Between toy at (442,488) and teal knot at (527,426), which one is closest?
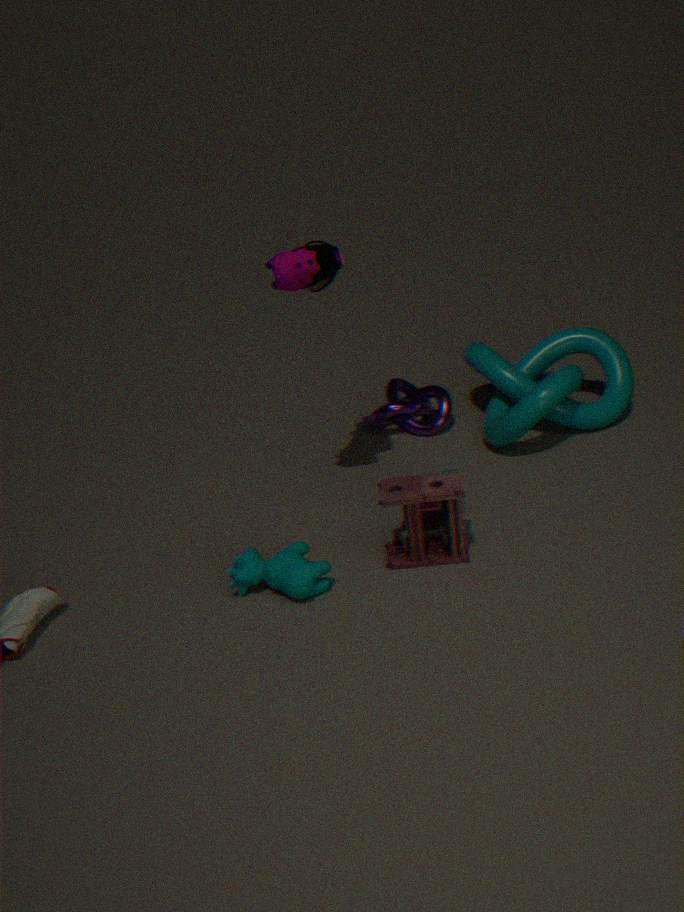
toy at (442,488)
